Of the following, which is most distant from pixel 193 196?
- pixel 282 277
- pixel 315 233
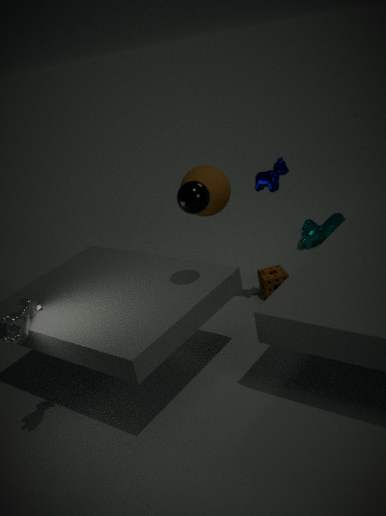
pixel 315 233
